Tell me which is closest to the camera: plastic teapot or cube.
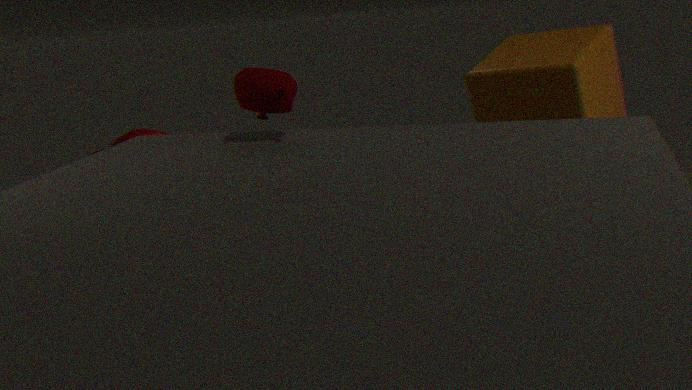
cube
